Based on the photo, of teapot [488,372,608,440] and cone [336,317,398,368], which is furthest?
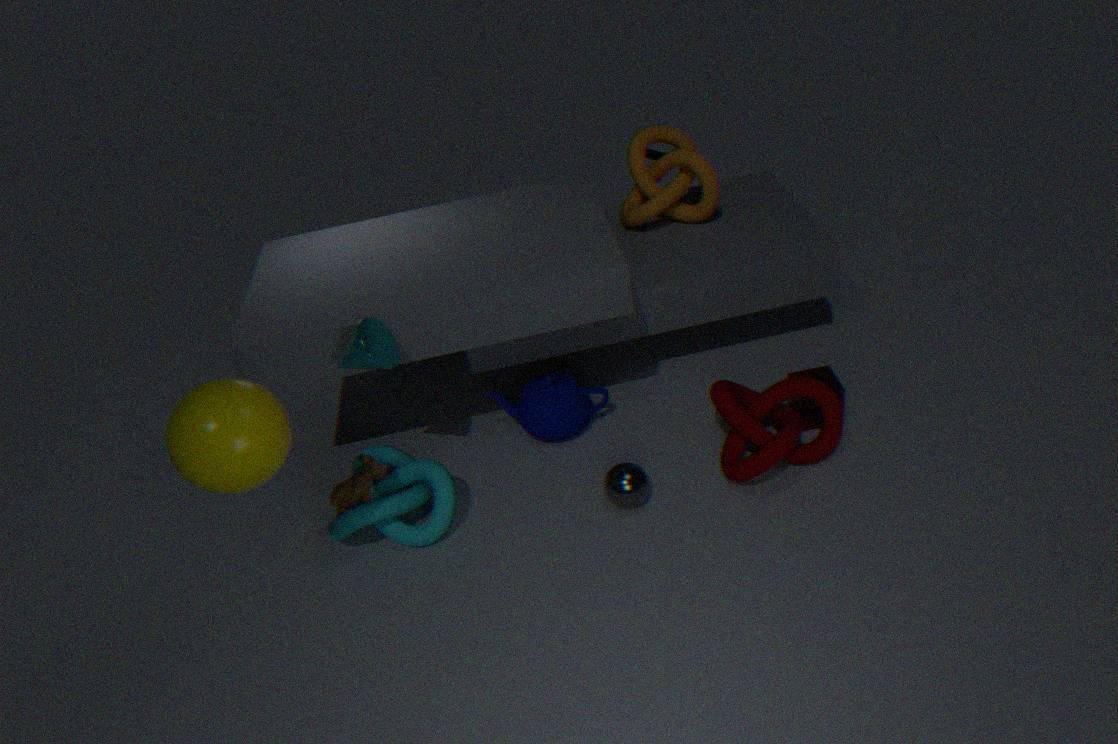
teapot [488,372,608,440]
